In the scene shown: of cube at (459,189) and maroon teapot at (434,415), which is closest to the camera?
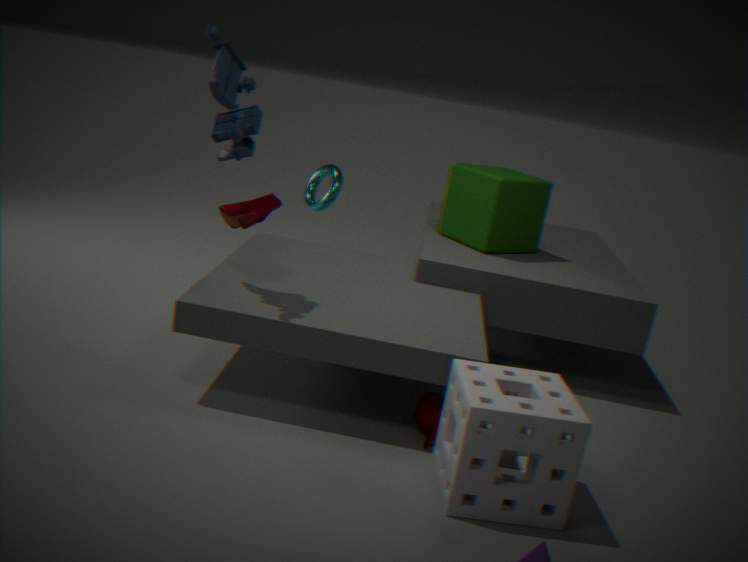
maroon teapot at (434,415)
